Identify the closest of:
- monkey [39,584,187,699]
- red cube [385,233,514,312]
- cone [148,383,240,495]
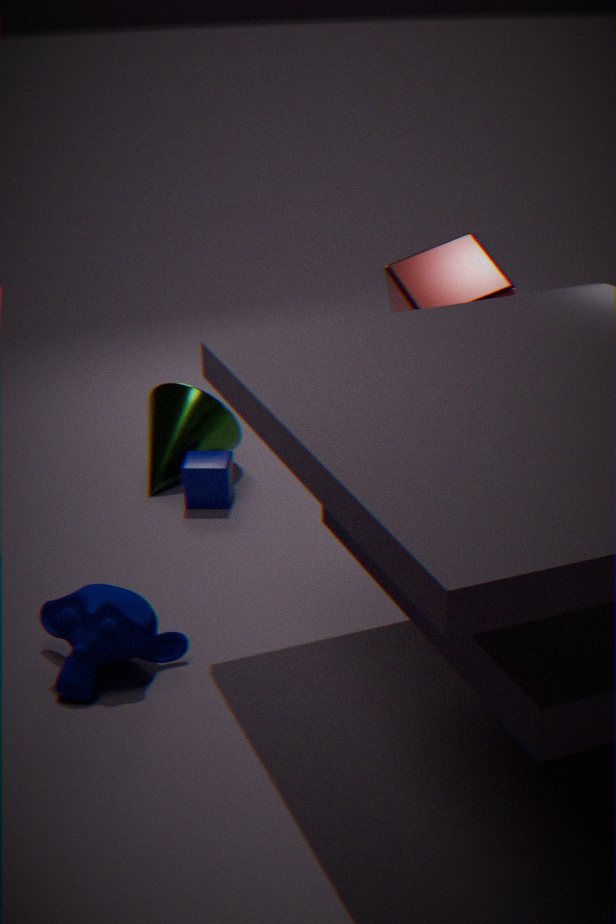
monkey [39,584,187,699]
